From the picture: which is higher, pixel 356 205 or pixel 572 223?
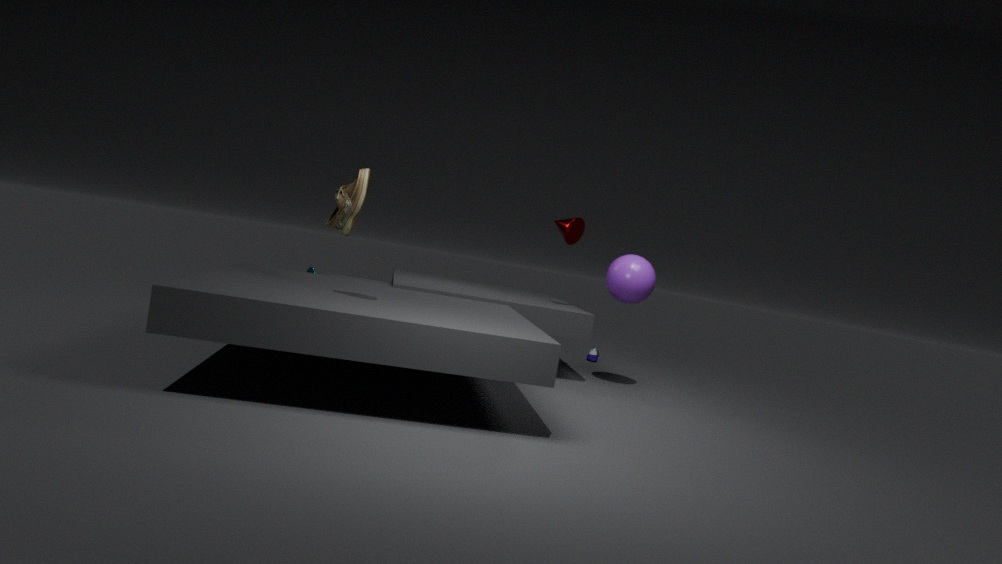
pixel 572 223
